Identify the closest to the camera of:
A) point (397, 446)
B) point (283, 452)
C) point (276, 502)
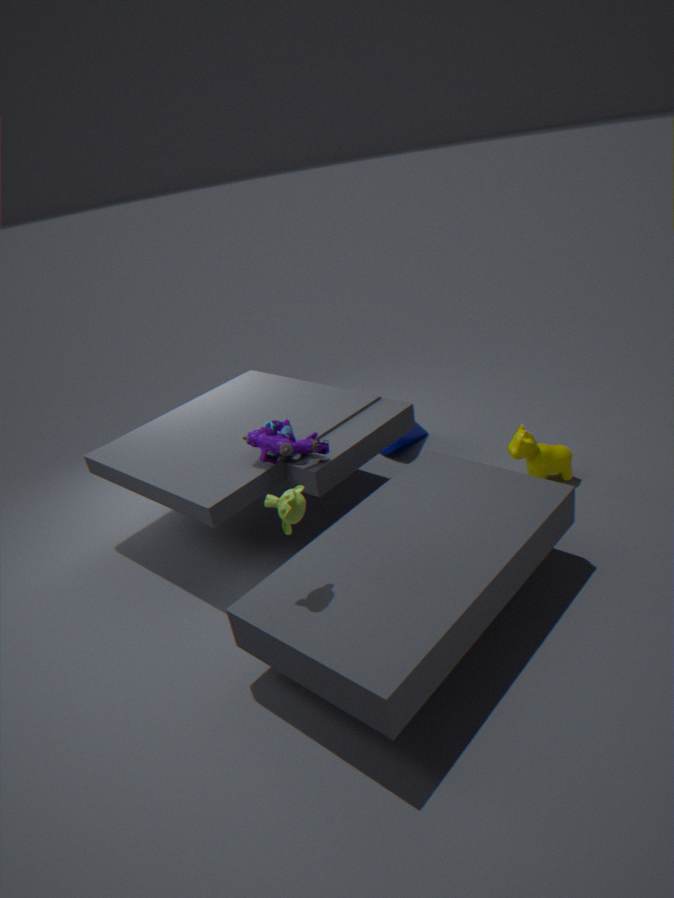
point (276, 502)
